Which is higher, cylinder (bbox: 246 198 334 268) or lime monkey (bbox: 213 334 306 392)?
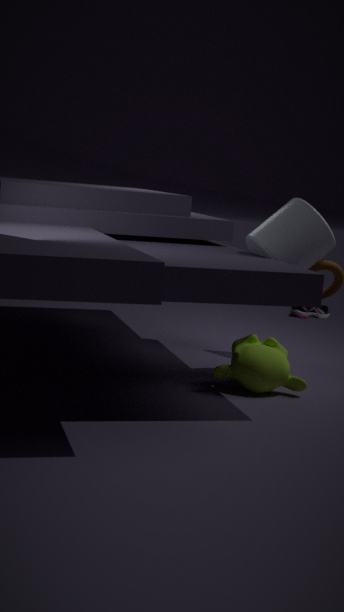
cylinder (bbox: 246 198 334 268)
